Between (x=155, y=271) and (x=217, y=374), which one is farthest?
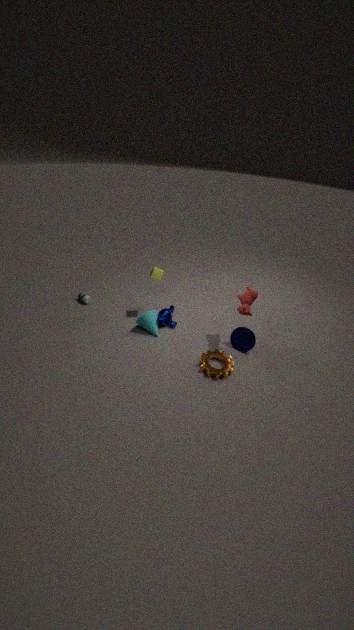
(x=155, y=271)
